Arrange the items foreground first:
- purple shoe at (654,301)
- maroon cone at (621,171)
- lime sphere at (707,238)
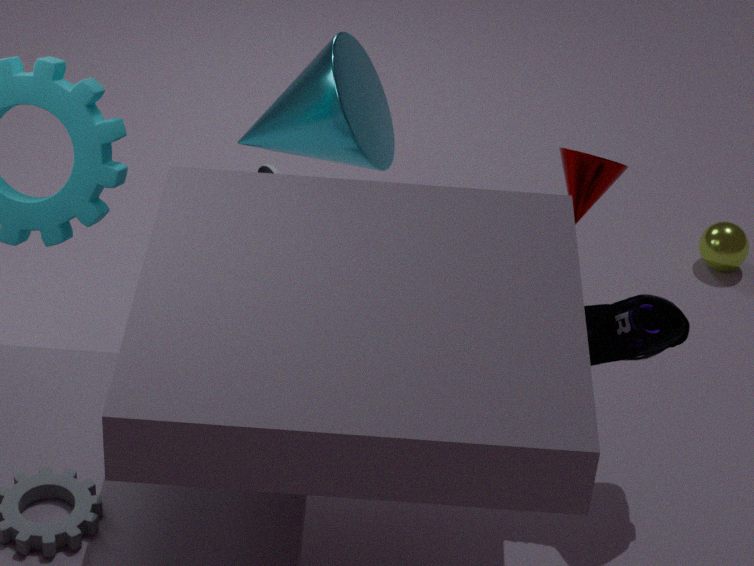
purple shoe at (654,301)
maroon cone at (621,171)
lime sphere at (707,238)
